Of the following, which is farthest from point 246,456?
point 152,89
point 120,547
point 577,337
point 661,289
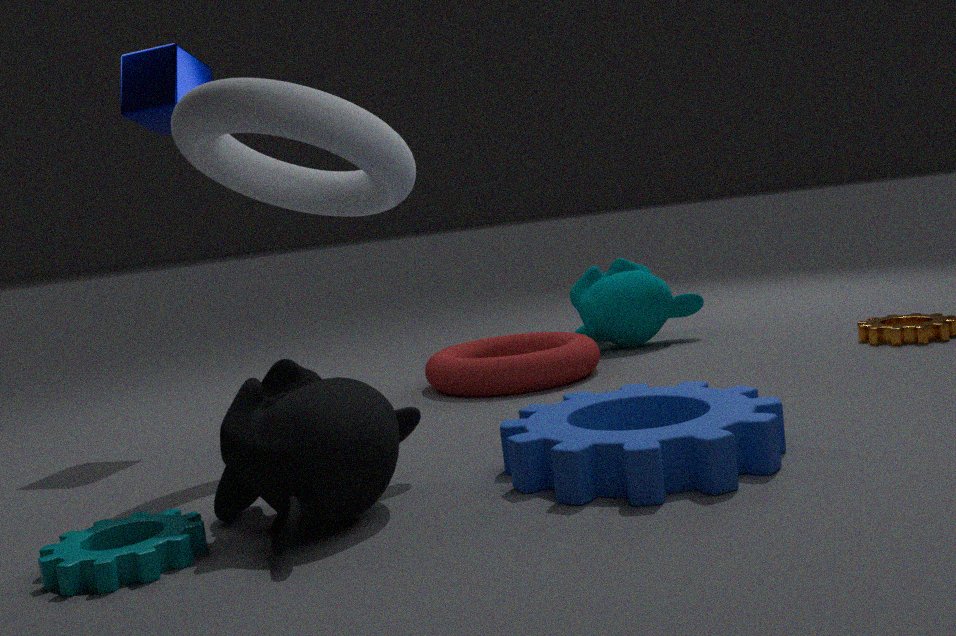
point 661,289
